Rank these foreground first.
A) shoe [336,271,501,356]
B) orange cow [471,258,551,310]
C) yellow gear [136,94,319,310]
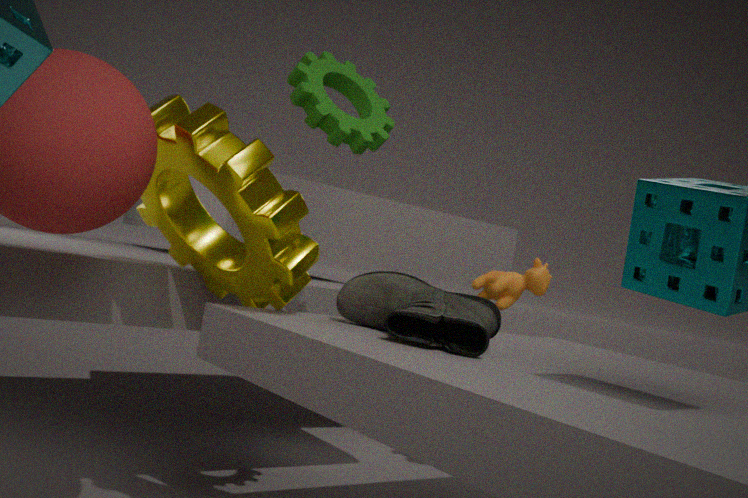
shoe [336,271,501,356]
yellow gear [136,94,319,310]
orange cow [471,258,551,310]
